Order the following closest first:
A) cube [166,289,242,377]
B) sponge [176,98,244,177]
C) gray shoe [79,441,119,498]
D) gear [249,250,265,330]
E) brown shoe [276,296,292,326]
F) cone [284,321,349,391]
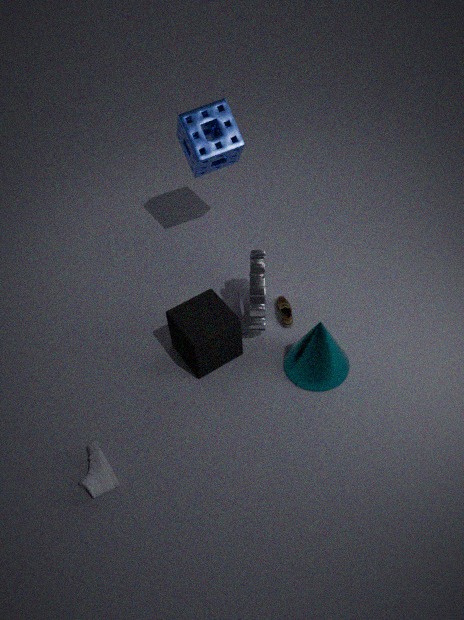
gray shoe [79,441,119,498], cone [284,321,349,391], cube [166,289,242,377], gear [249,250,265,330], sponge [176,98,244,177], brown shoe [276,296,292,326]
